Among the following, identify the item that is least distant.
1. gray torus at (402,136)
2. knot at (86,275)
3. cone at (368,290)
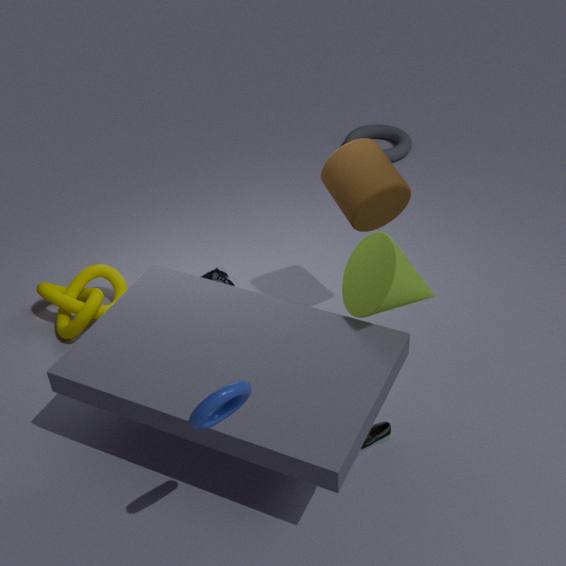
cone at (368,290)
